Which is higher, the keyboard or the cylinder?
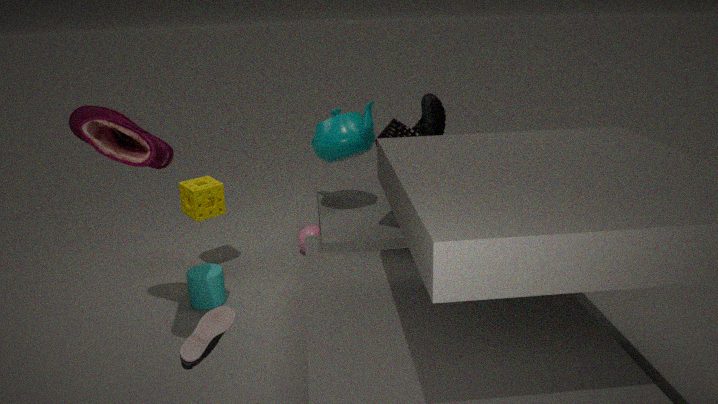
the keyboard
